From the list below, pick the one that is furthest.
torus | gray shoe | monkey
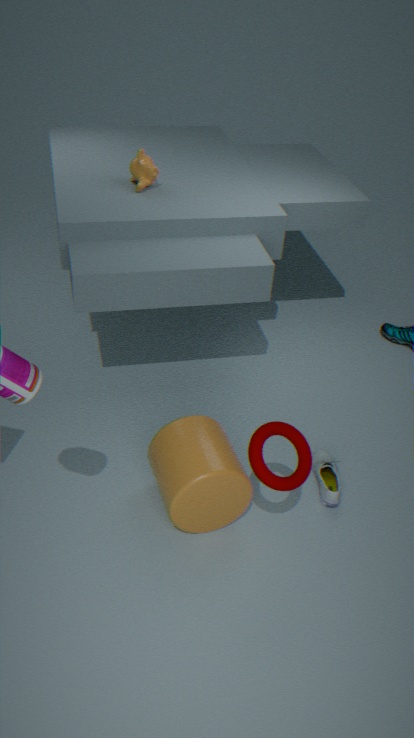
monkey
